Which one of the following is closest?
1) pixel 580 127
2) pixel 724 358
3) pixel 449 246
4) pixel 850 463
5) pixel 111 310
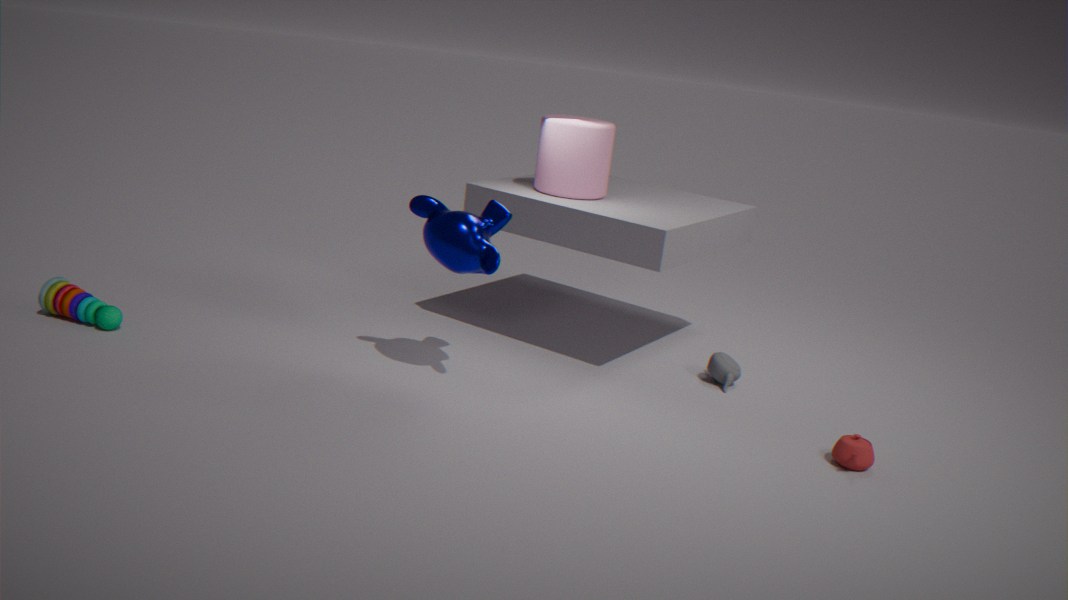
4. pixel 850 463
